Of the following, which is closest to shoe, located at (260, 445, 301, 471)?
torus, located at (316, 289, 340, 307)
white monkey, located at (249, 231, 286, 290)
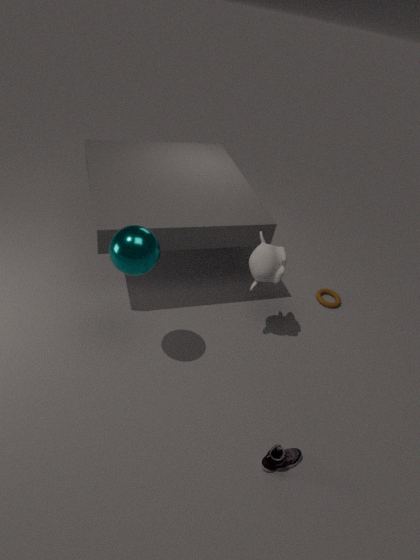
white monkey, located at (249, 231, 286, 290)
